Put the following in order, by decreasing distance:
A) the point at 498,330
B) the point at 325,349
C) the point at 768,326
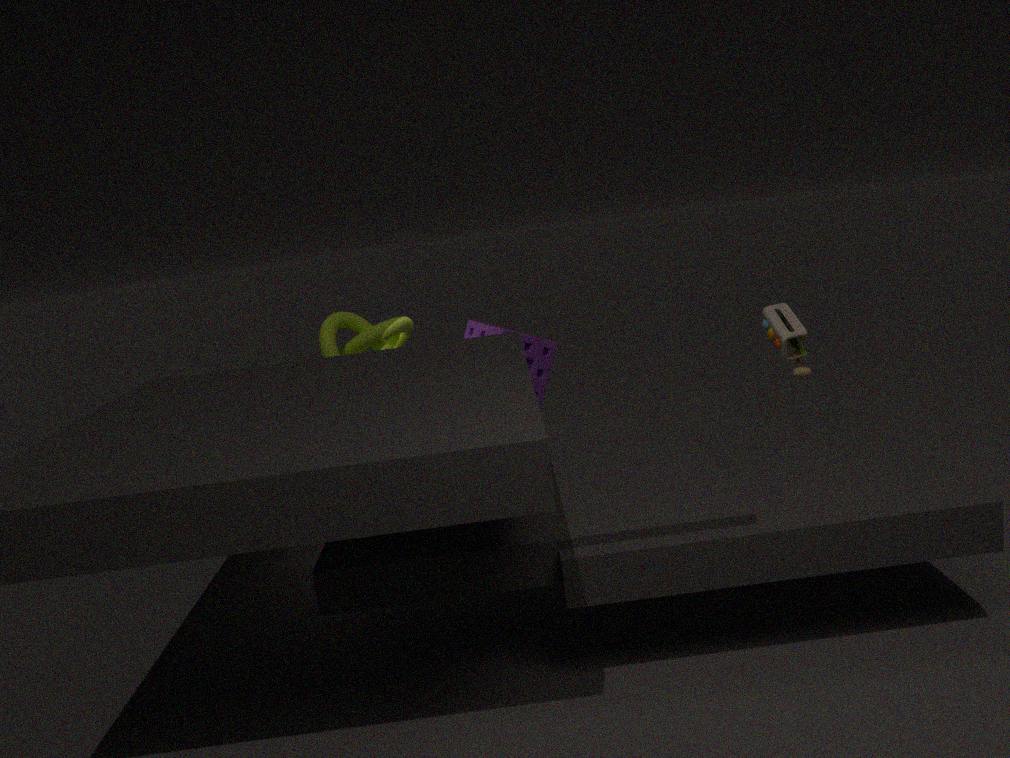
the point at 498,330, the point at 325,349, the point at 768,326
